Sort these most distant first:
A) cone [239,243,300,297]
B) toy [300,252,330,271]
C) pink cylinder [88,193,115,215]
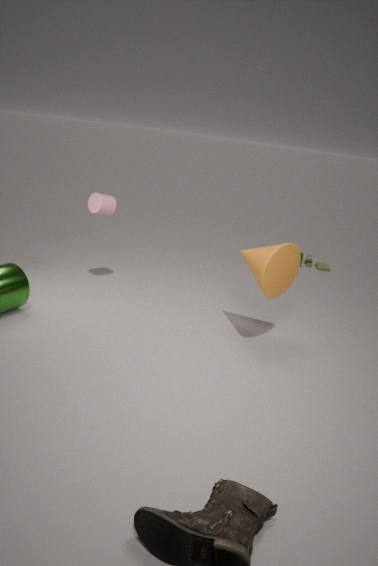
1. toy [300,252,330,271]
2. pink cylinder [88,193,115,215]
3. cone [239,243,300,297]
